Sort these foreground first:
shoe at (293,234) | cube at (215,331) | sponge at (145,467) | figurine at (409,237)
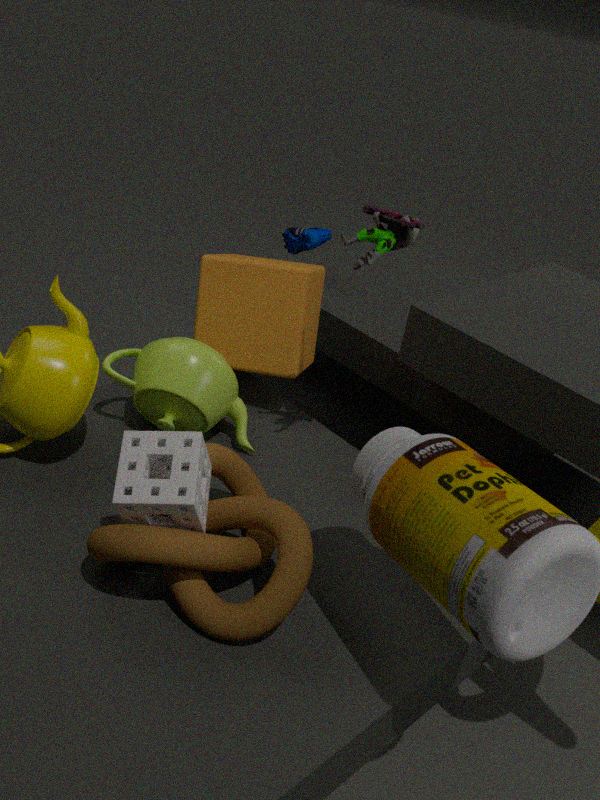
sponge at (145,467), figurine at (409,237), cube at (215,331), shoe at (293,234)
